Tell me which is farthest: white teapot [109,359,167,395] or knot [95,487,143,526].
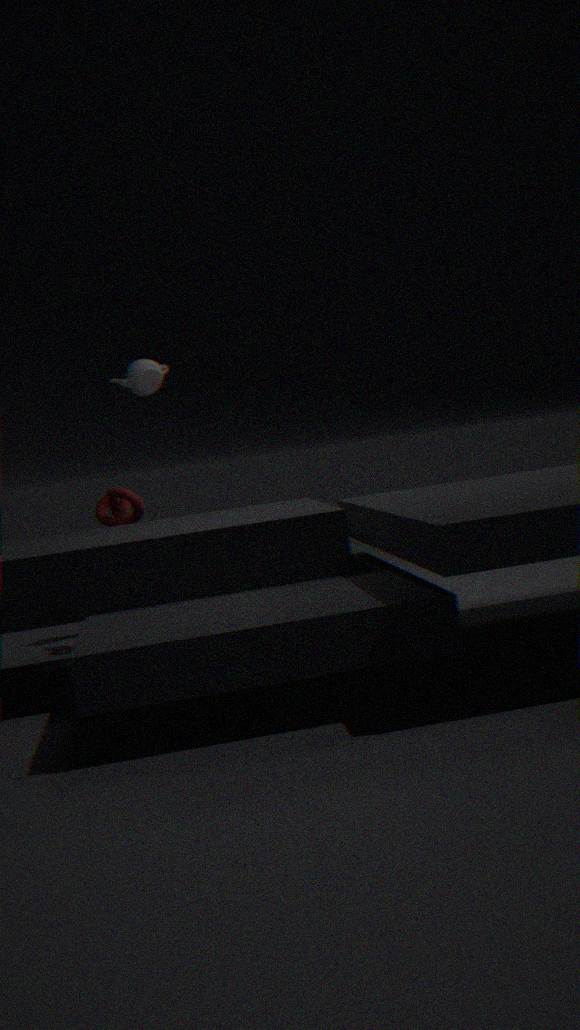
white teapot [109,359,167,395]
